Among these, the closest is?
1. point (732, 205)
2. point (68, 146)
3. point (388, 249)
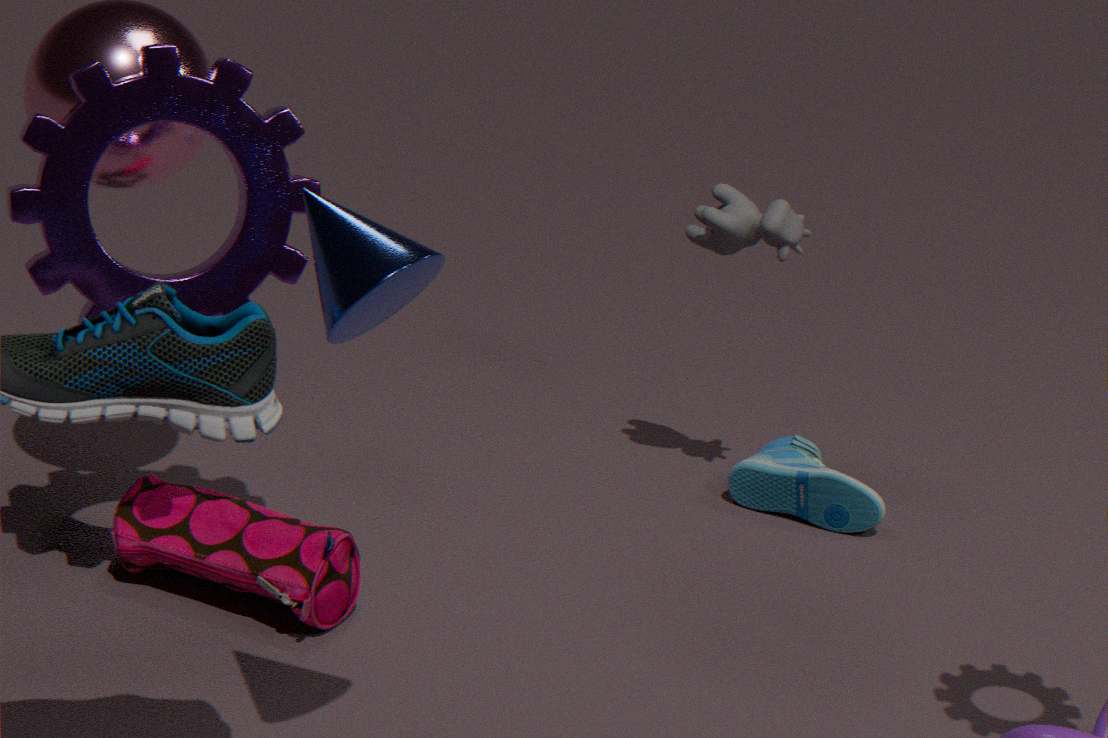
point (388, 249)
